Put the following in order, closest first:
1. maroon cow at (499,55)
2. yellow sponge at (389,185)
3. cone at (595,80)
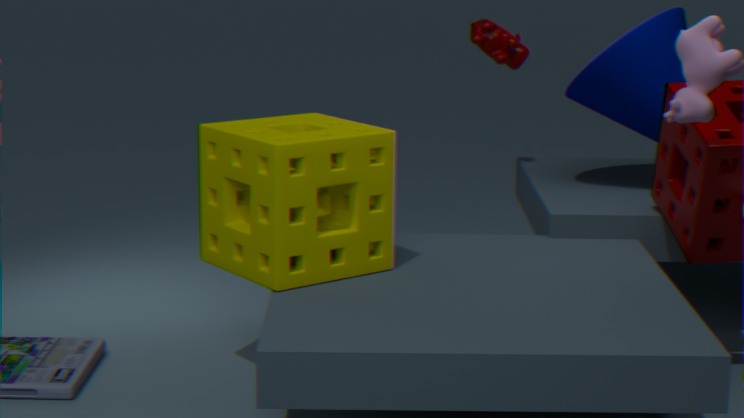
yellow sponge at (389,185) < cone at (595,80) < maroon cow at (499,55)
